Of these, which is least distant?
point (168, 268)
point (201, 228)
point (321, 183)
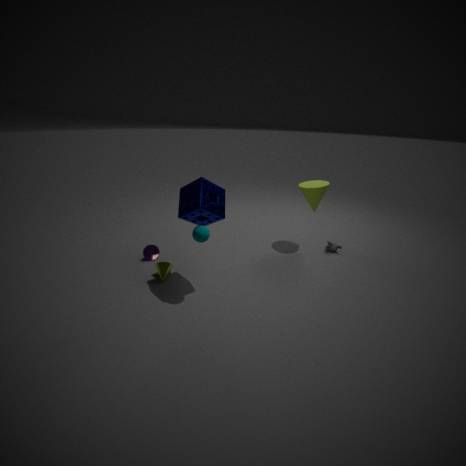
point (201, 228)
